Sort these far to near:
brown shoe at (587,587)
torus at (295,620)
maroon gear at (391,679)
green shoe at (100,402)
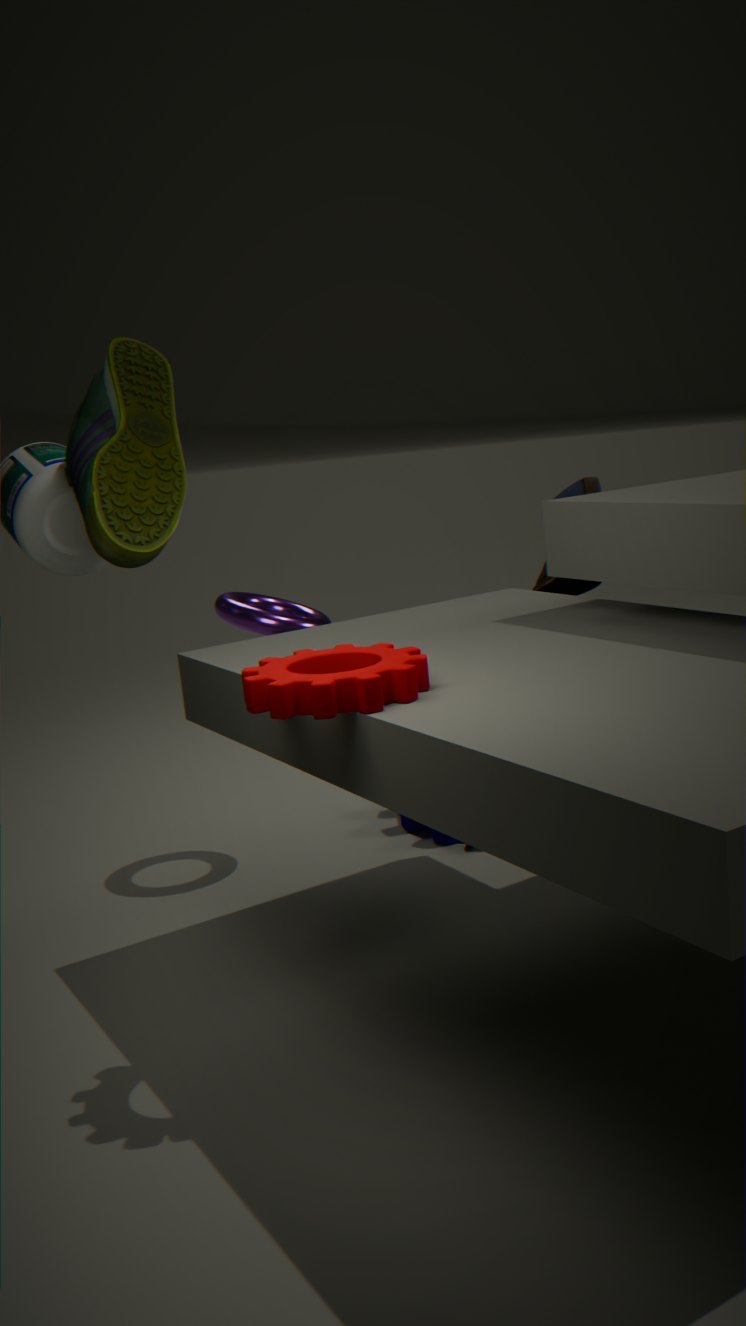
brown shoe at (587,587)
torus at (295,620)
green shoe at (100,402)
maroon gear at (391,679)
